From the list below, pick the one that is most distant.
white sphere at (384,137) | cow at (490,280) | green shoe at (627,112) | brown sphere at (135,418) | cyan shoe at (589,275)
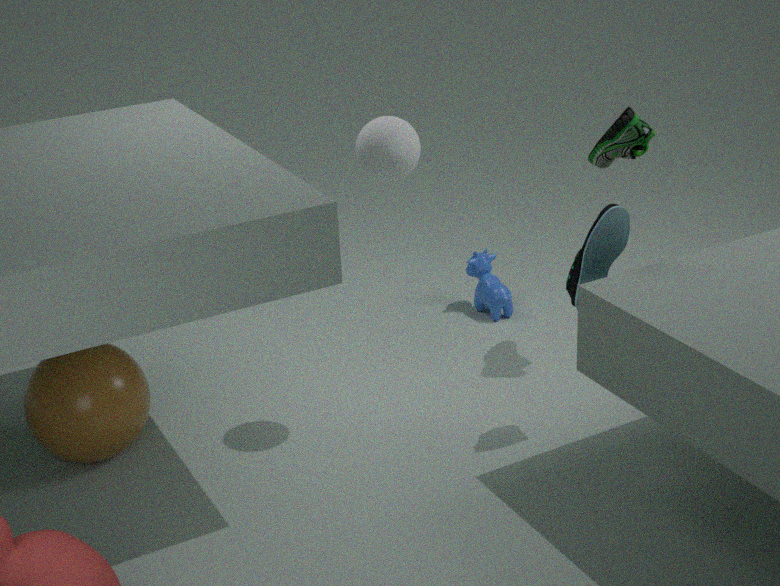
cow at (490,280)
